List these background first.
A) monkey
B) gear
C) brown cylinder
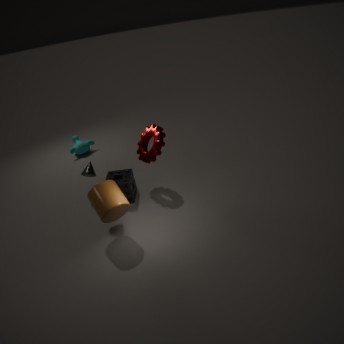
monkey < gear < brown cylinder
